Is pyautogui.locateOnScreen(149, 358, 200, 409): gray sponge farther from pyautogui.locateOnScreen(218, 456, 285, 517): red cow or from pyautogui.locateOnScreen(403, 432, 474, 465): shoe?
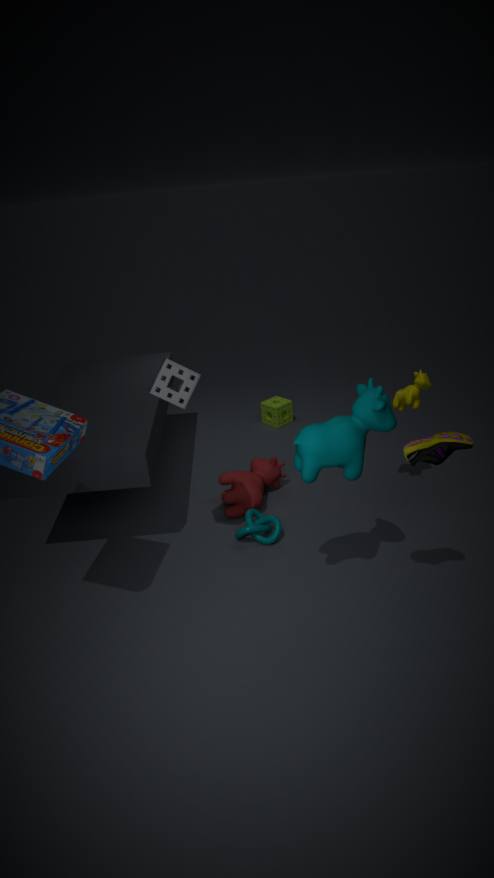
pyautogui.locateOnScreen(403, 432, 474, 465): shoe
